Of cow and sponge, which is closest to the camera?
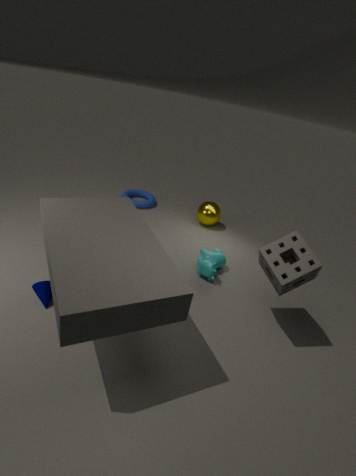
sponge
